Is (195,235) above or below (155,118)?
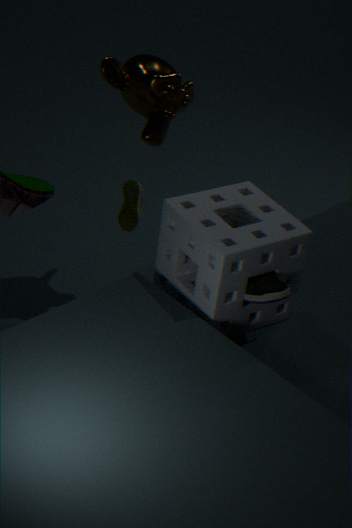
below
